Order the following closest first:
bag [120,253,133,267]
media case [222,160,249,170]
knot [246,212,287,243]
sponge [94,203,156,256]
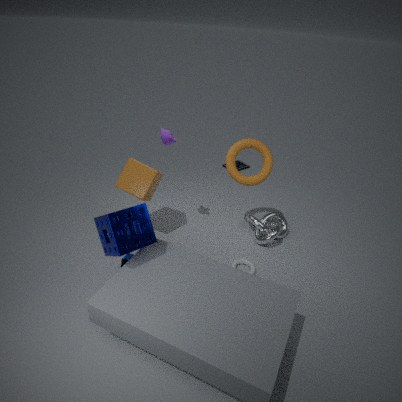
sponge [94,203,156,256]
bag [120,253,133,267]
knot [246,212,287,243]
media case [222,160,249,170]
